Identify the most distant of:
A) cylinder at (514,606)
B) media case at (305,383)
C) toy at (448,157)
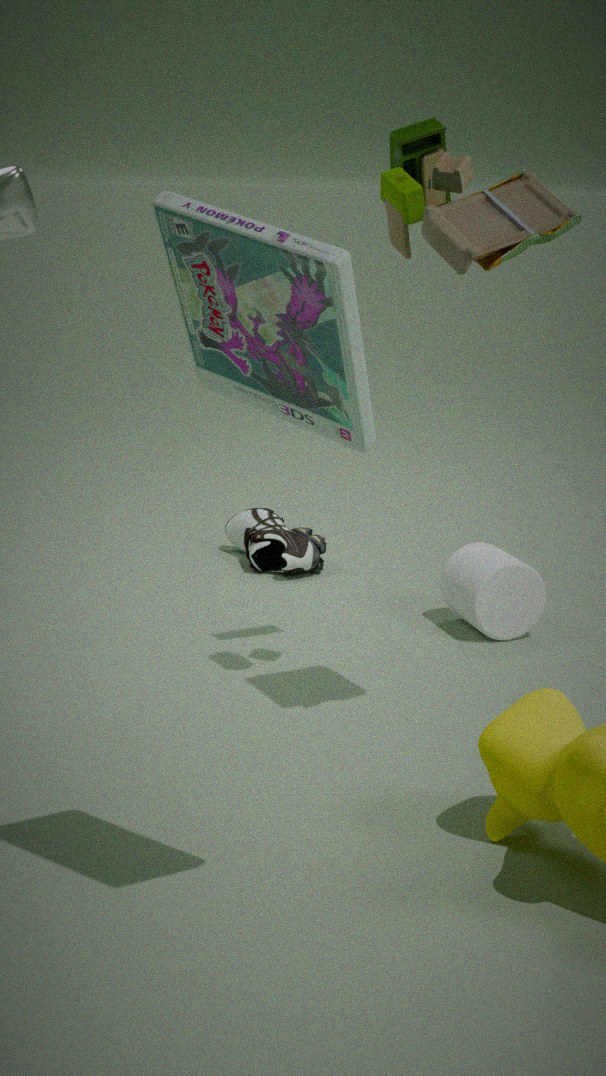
cylinder at (514,606)
